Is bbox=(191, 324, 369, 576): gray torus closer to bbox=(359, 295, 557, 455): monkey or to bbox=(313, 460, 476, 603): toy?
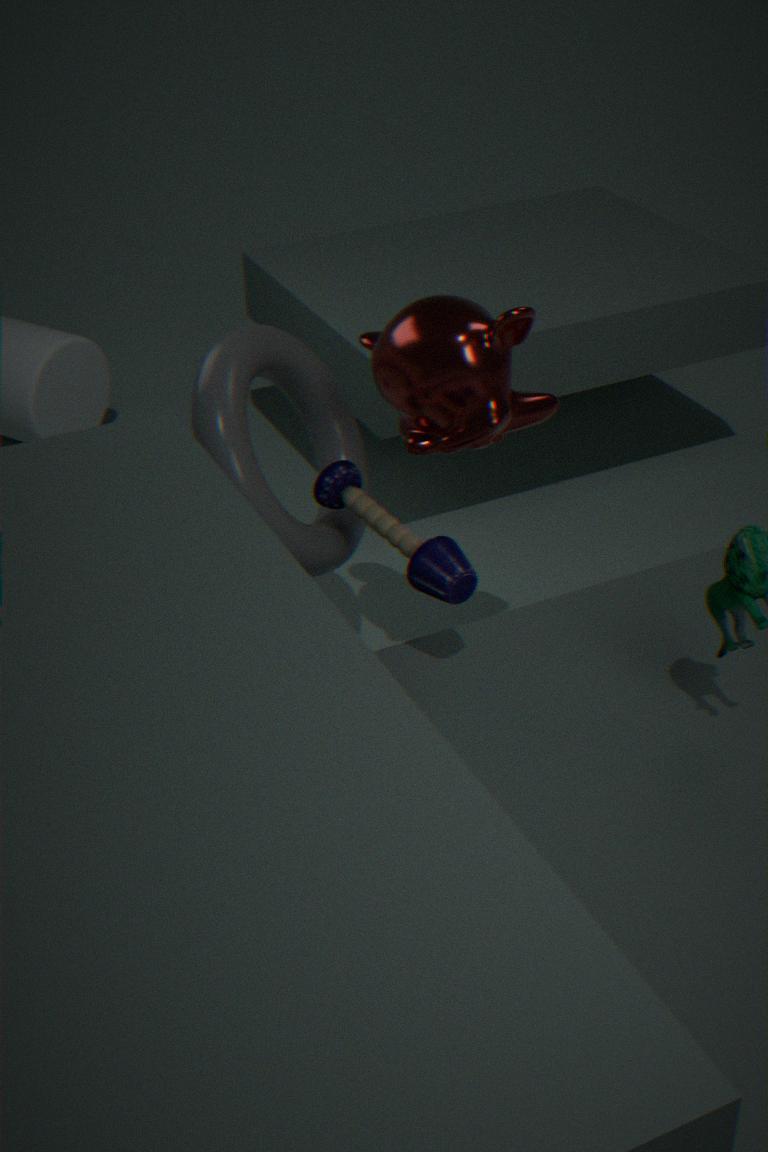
bbox=(313, 460, 476, 603): toy
